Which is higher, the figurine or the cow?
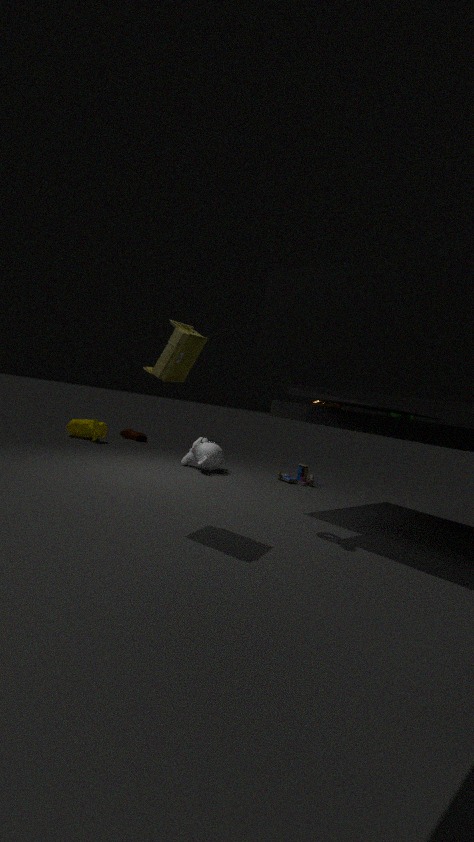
the figurine
